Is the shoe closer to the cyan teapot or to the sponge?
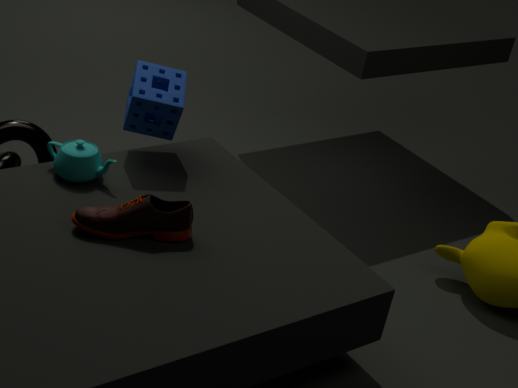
the cyan teapot
